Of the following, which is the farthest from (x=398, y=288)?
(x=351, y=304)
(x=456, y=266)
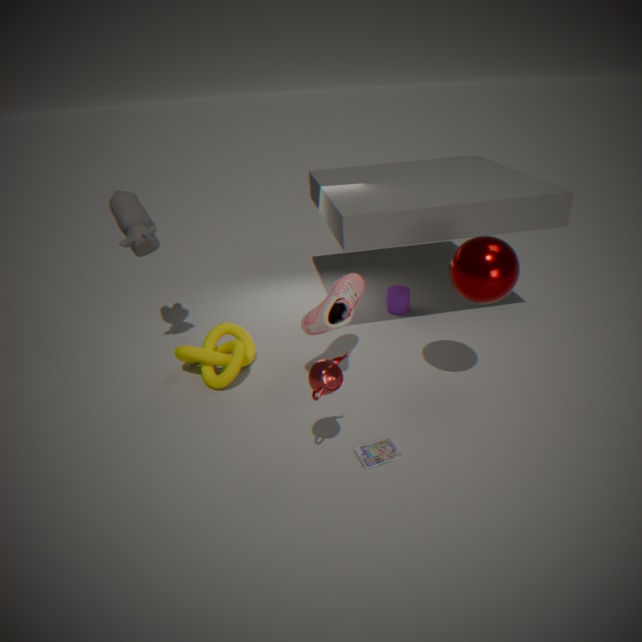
(x=456, y=266)
